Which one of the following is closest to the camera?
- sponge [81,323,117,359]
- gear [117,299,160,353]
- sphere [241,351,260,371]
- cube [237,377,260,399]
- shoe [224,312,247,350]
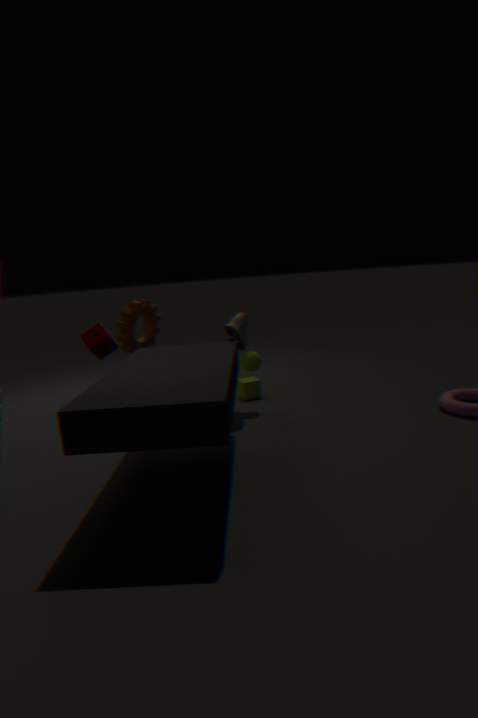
sponge [81,323,117,359]
